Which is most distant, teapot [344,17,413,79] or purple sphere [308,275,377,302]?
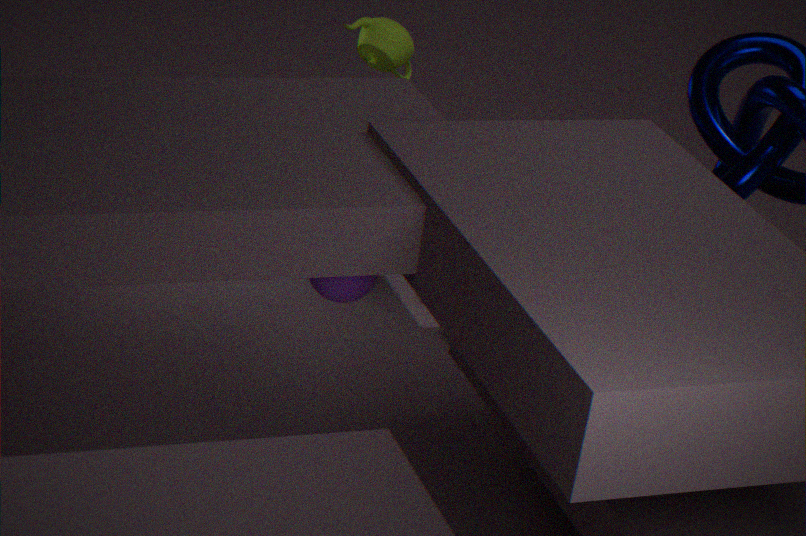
teapot [344,17,413,79]
